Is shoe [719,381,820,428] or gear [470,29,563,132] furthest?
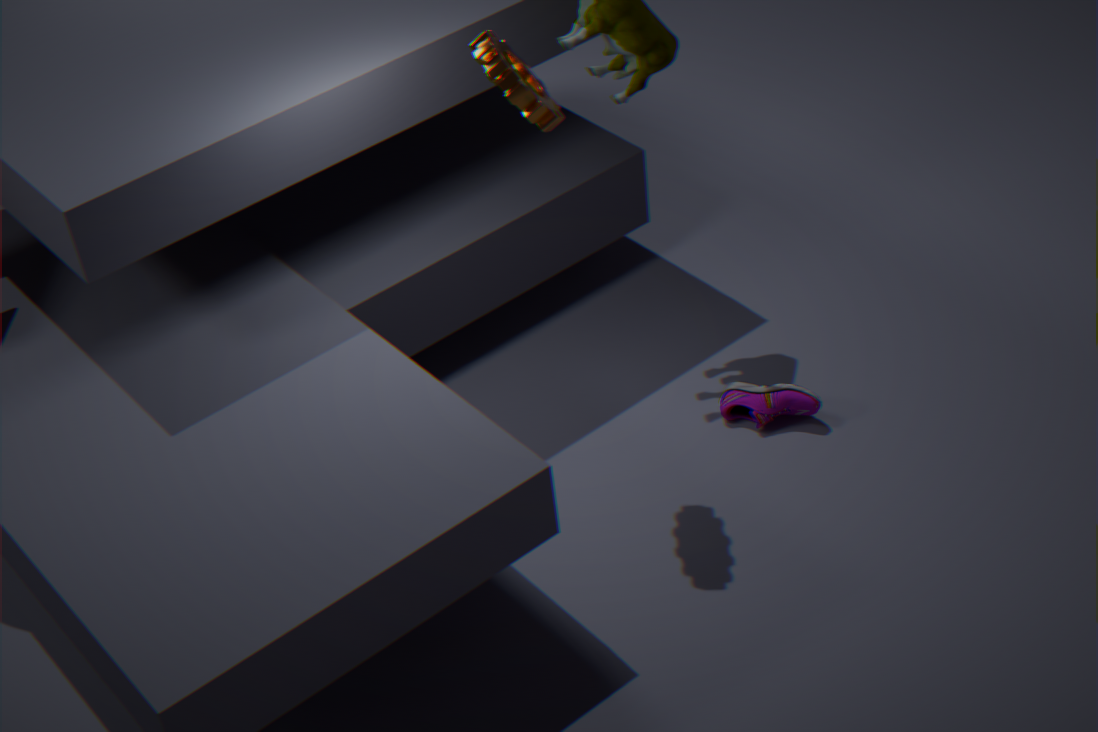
shoe [719,381,820,428]
